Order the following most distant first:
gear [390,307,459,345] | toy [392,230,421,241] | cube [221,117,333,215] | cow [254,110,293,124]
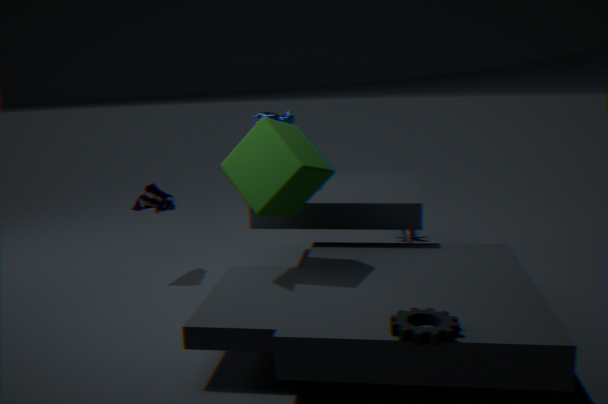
toy [392,230,421,241] < cow [254,110,293,124] < cube [221,117,333,215] < gear [390,307,459,345]
